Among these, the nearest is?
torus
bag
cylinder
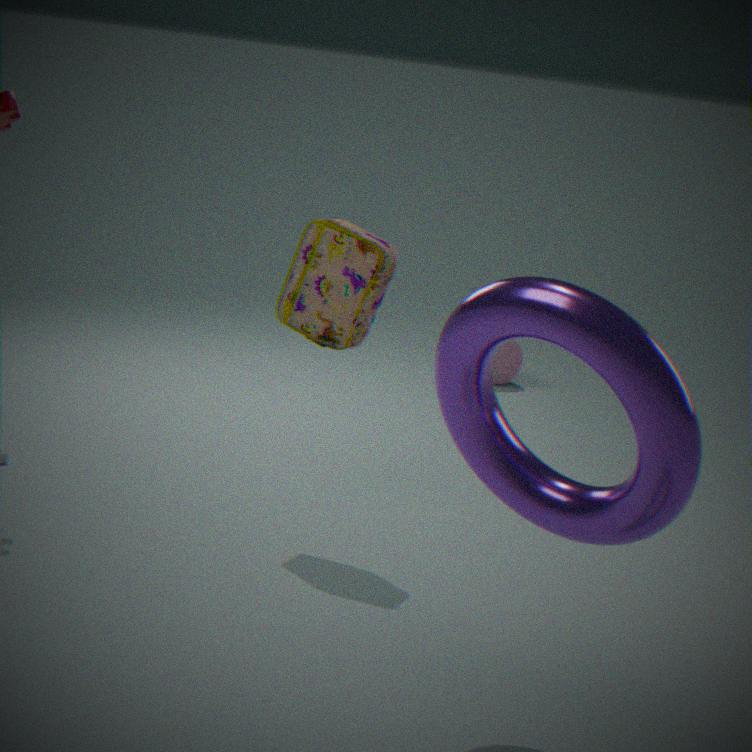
torus
